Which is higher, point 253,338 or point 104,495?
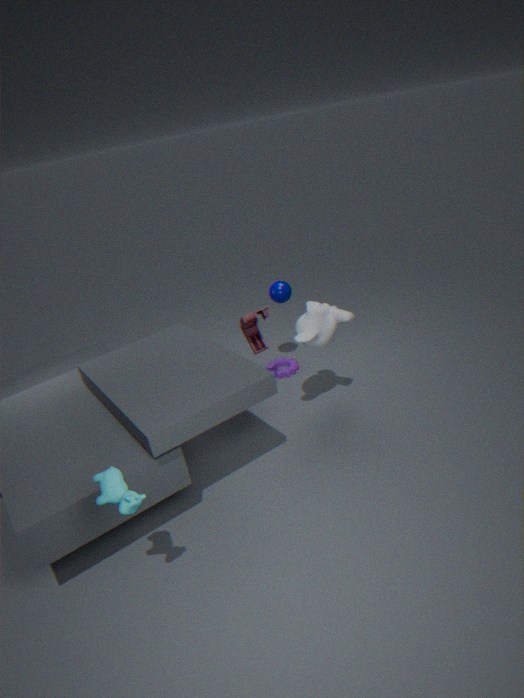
point 104,495
